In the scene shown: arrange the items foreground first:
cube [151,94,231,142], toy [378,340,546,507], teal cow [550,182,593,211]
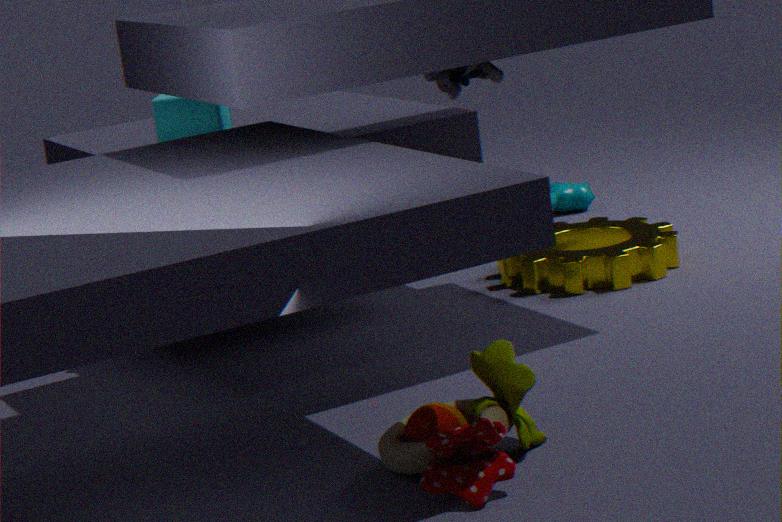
toy [378,340,546,507]
cube [151,94,231,142]
teal cow [550,182,593,211]
